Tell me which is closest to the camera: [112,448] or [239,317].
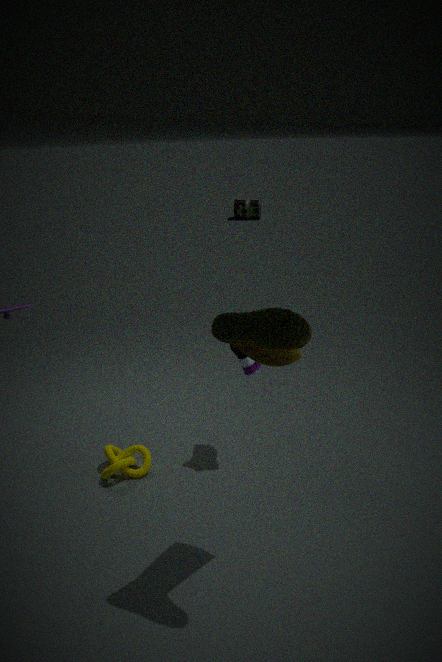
[239,317]
